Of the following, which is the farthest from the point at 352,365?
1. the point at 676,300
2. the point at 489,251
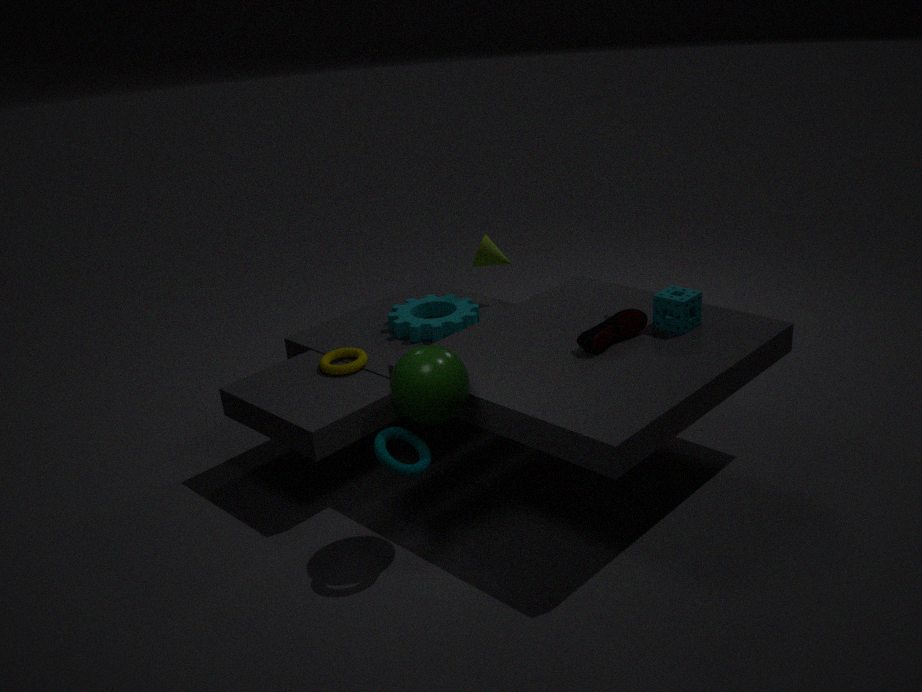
the point at 676,300
